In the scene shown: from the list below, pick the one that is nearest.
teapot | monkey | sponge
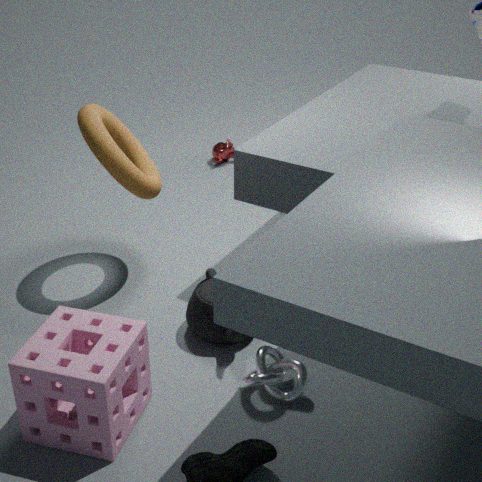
sponge
